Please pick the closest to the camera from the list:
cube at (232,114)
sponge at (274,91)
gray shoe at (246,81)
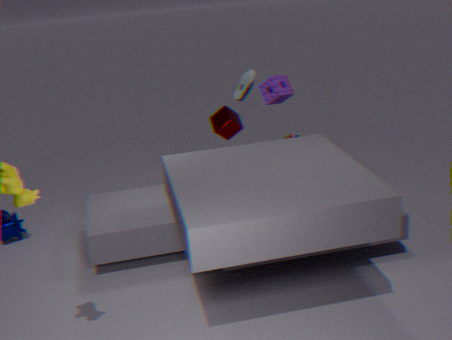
gray shoe at (246,81)
